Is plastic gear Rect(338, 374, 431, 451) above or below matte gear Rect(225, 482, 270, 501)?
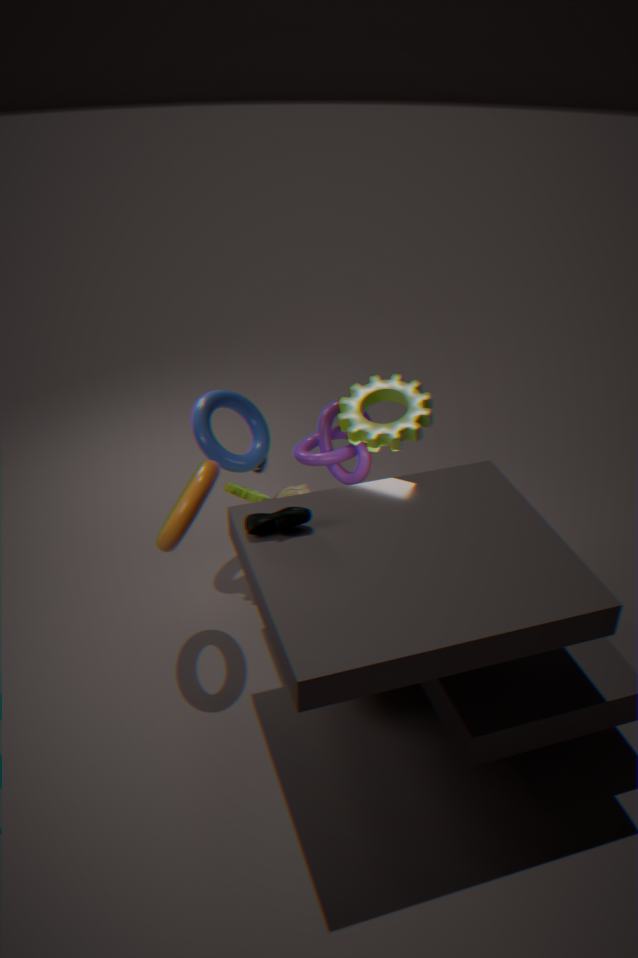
above
